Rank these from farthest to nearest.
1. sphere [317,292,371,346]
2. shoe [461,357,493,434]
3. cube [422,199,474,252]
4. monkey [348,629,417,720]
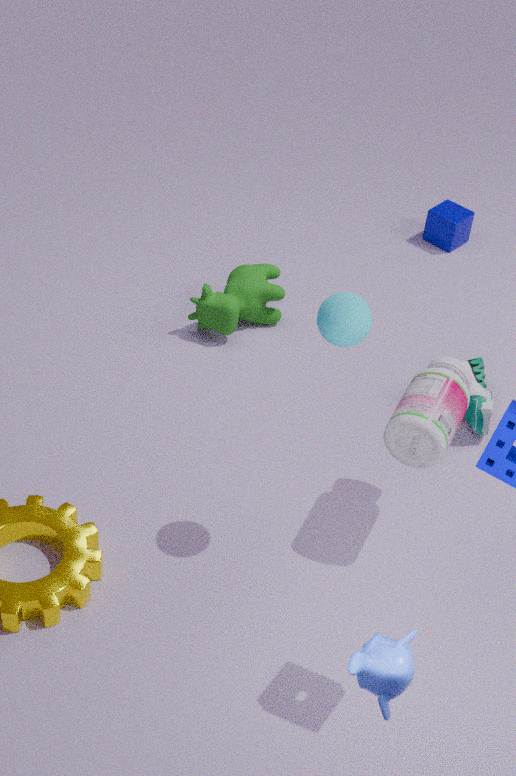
cube [422,199,474,252], shoe [461,357,493,434], sphere [317,292,371,346], monkey [348,629,417,720]
